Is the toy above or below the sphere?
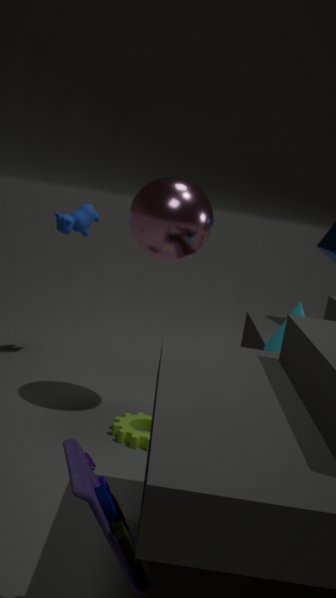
below
